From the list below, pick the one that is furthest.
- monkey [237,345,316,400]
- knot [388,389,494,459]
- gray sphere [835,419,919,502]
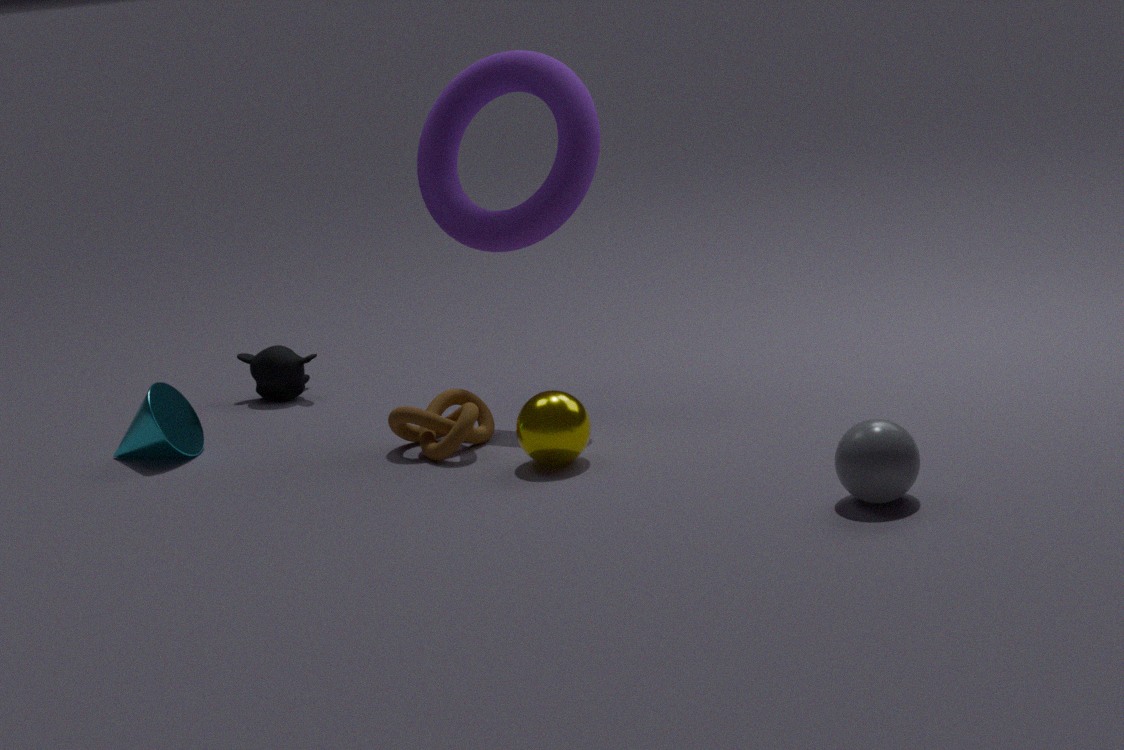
monkey [237,345,316,400]
